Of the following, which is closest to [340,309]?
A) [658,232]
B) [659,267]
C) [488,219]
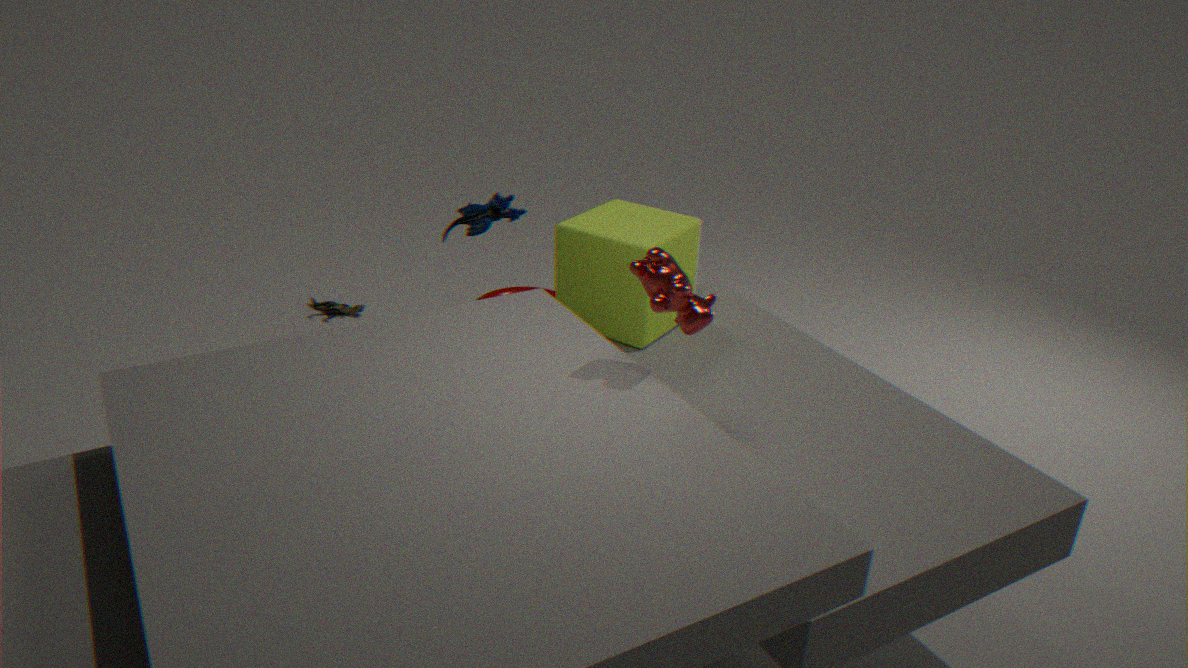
[488,219]
